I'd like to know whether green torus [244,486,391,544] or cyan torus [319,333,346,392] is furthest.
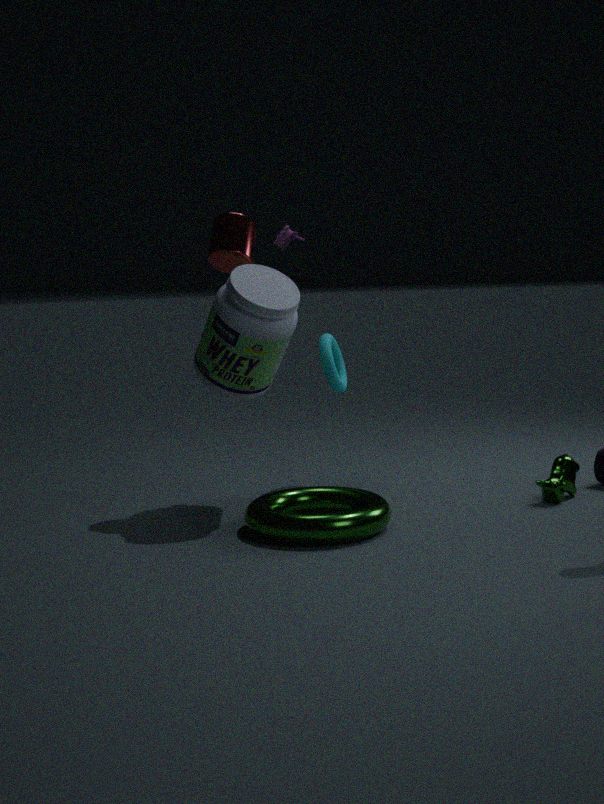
cyan torus [319,333,346,392]
